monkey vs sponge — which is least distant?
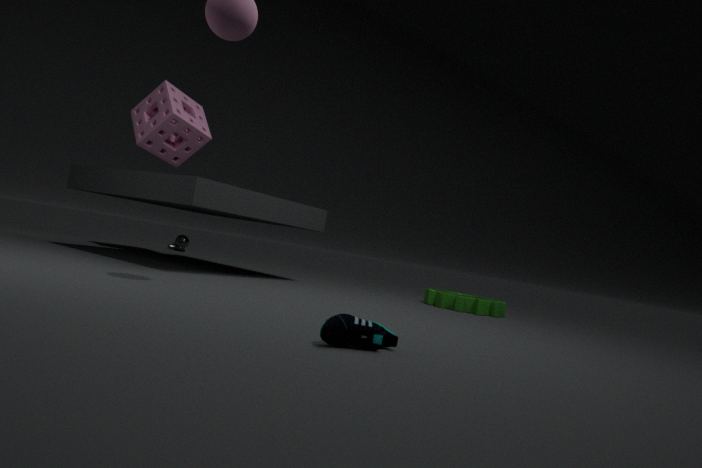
sponge
